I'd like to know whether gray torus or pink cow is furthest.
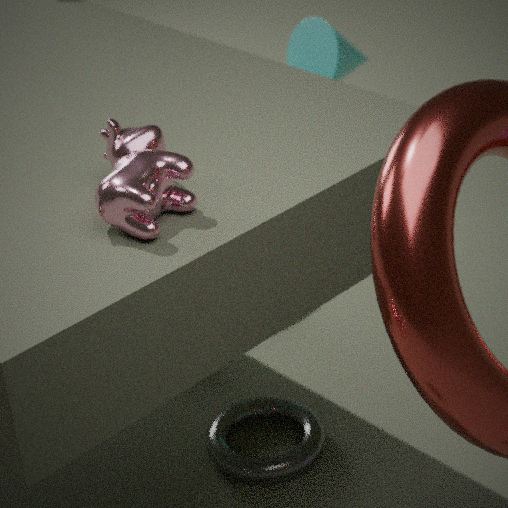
gray torus
